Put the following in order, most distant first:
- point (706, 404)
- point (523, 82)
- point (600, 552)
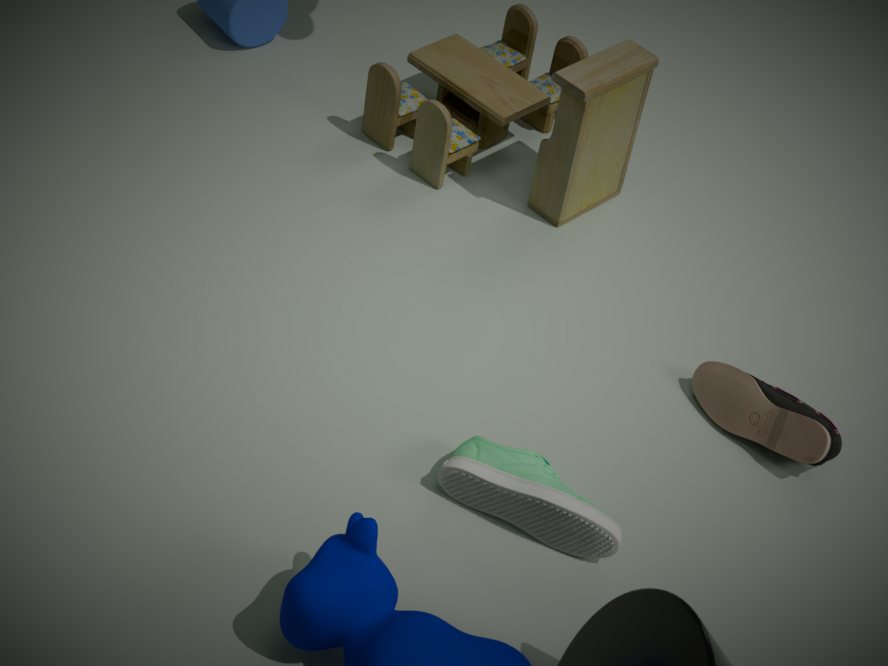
point (523, 82), point (706, 404), point (600, 552)
